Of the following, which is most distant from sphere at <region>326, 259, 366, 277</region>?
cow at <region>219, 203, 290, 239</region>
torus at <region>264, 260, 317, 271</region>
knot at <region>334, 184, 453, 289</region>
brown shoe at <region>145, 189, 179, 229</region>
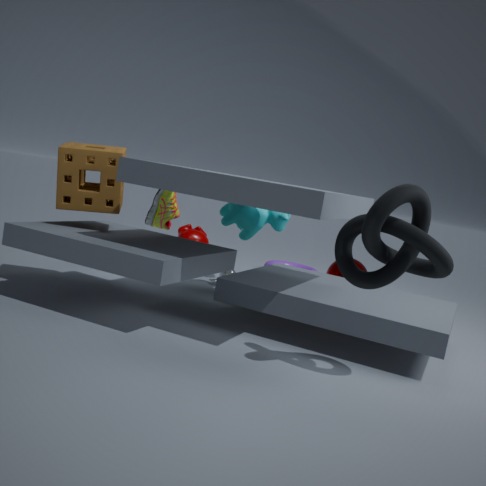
knot at <region>334, 184, 453, 289</region>
